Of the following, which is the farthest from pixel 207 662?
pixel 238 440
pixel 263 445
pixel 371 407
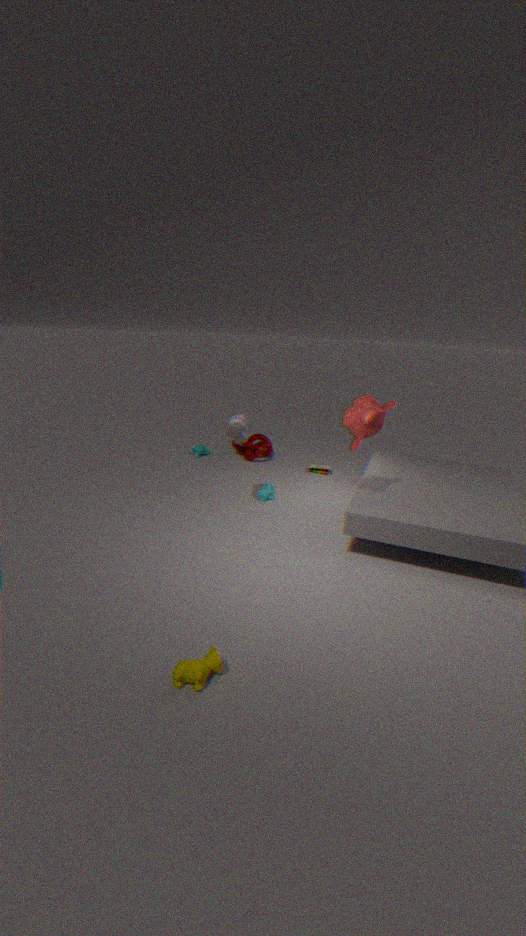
pixel 263 445
